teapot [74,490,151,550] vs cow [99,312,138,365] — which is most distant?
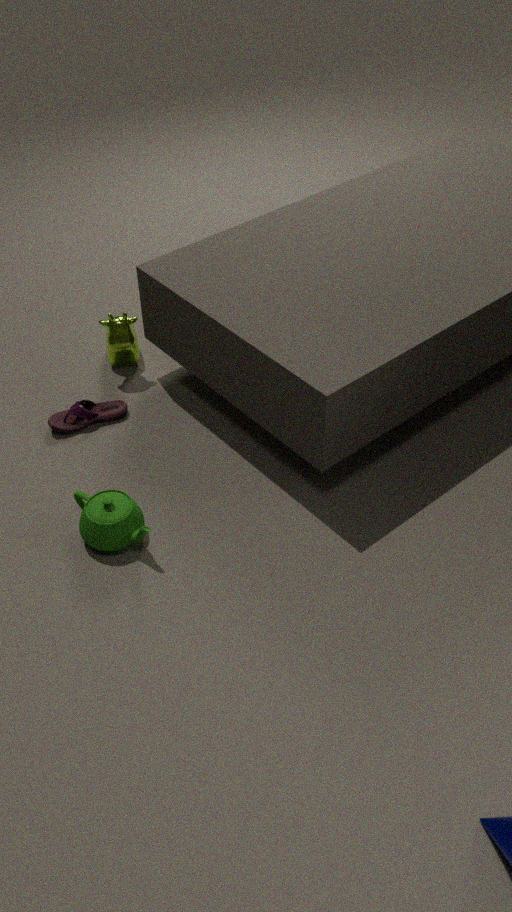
cow [99,312,138,365]
